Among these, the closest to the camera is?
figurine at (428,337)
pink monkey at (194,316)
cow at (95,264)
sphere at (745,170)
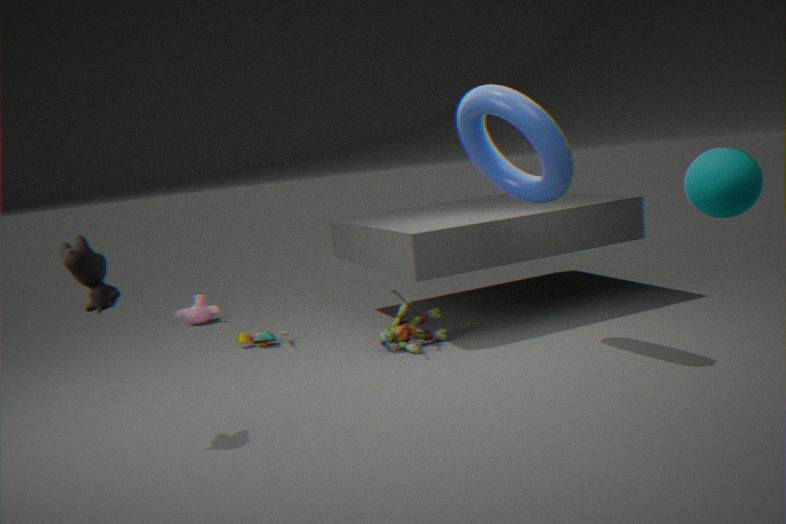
sphere at (745,170)
